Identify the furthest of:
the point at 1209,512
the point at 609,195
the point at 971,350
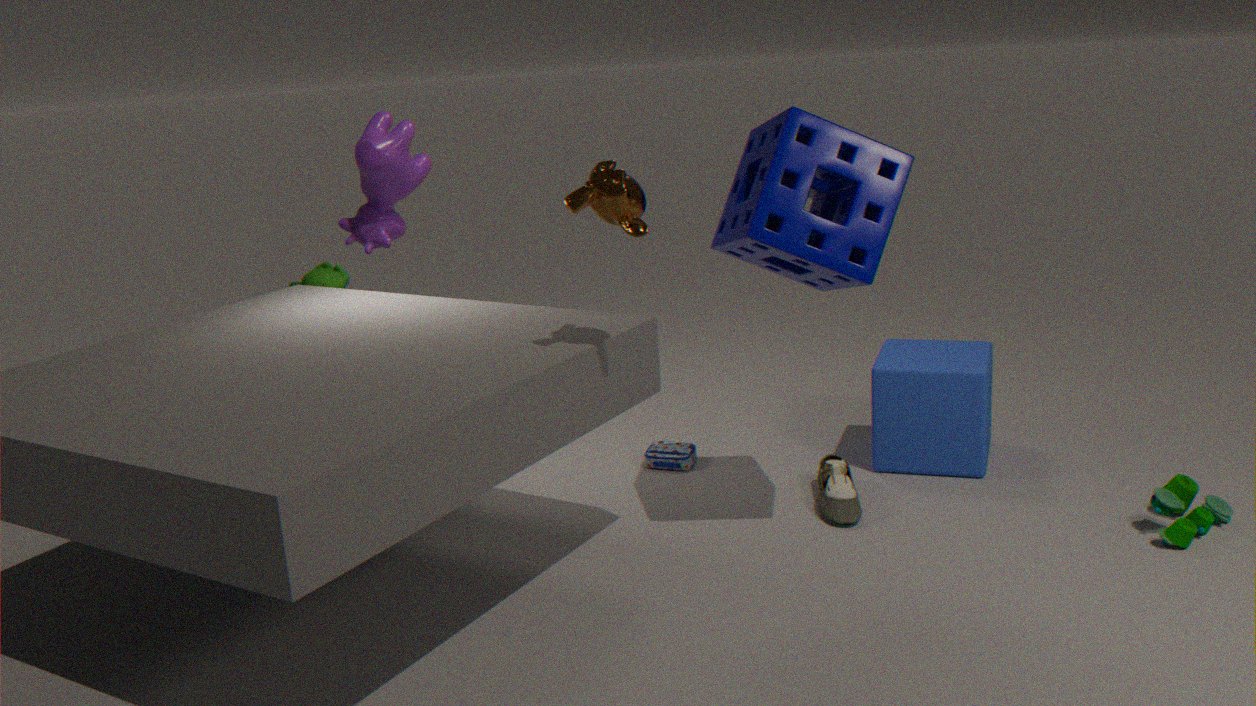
the point at 971,350
